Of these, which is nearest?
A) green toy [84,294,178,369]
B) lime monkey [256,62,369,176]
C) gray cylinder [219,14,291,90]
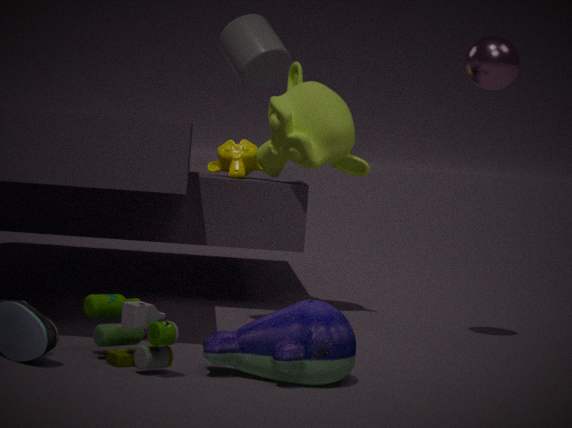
green toy [84,294,178,369]
